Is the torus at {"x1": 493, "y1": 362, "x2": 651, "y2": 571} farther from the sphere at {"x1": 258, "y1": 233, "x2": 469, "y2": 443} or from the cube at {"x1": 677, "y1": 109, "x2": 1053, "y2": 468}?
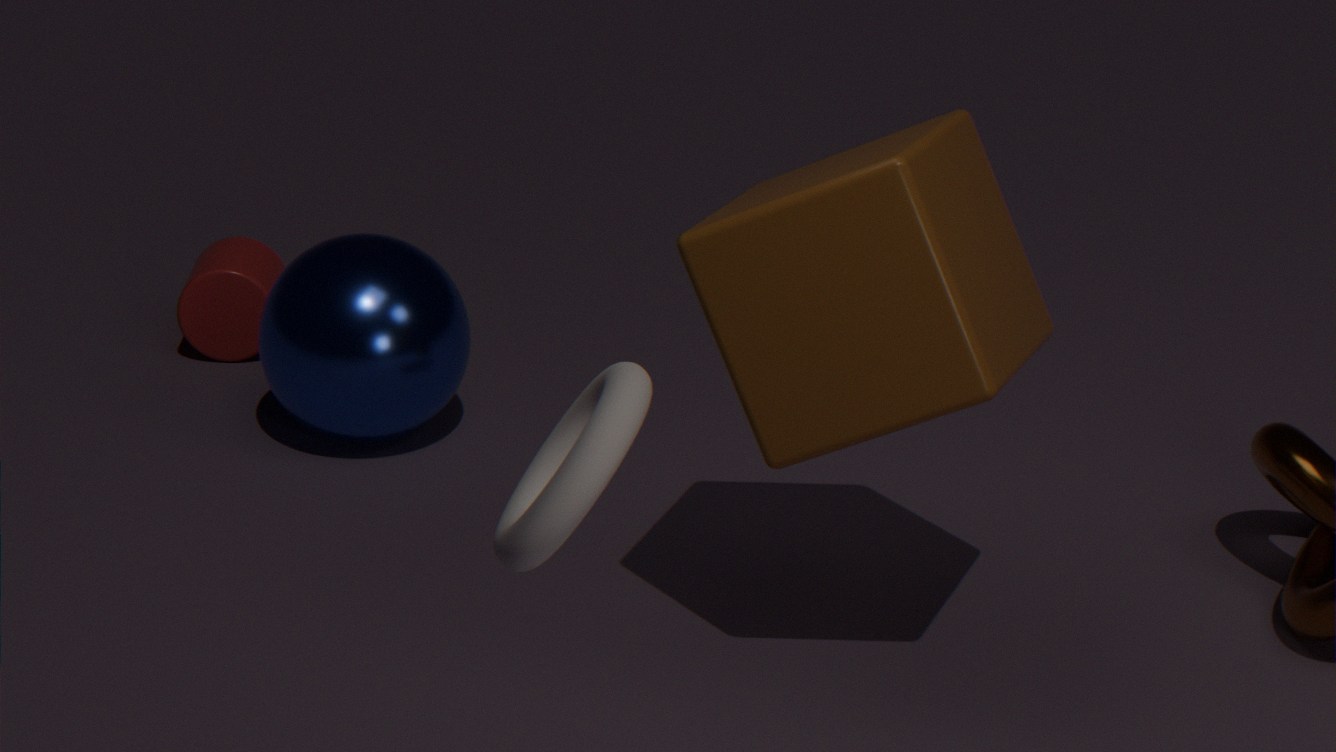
the sphere at {"x1": 258, "y1": 233, "x2": 469, "y2": 443}
